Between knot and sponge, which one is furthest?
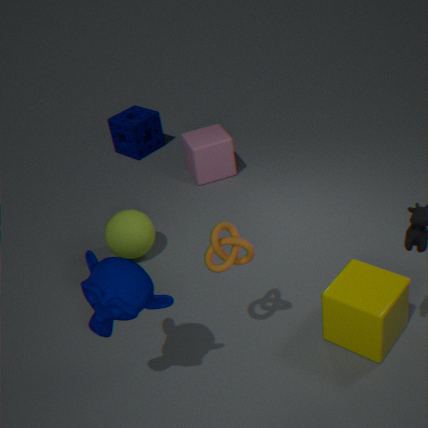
sponge
